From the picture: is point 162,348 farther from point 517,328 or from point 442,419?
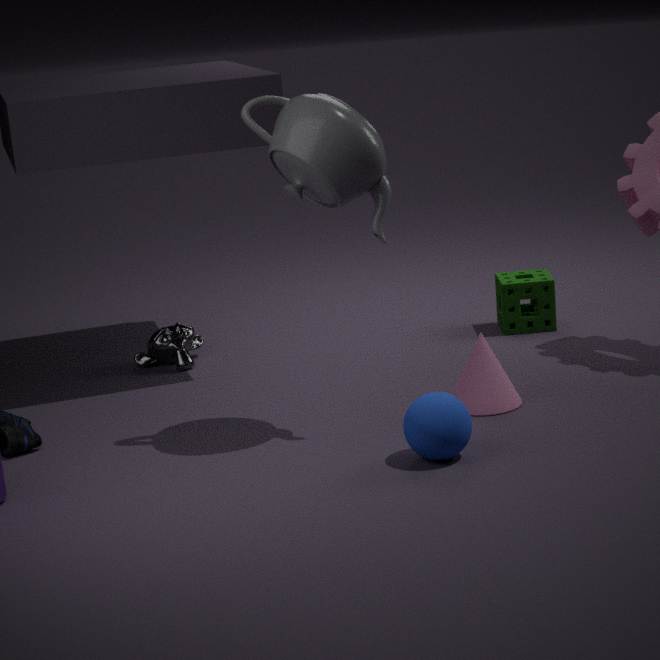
point 442,419
